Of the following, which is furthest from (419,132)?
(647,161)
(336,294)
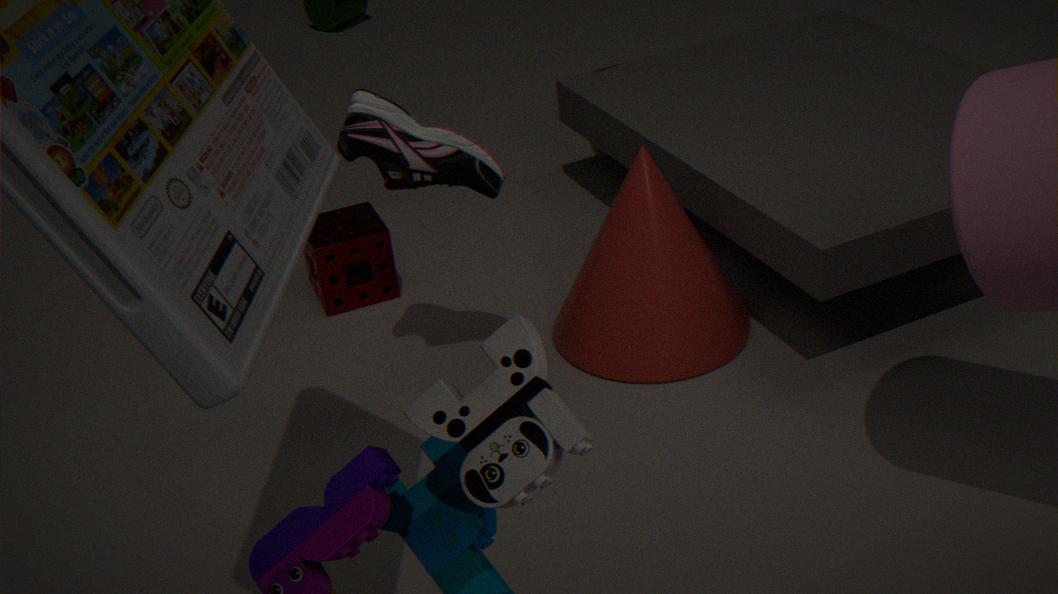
(336,294)
